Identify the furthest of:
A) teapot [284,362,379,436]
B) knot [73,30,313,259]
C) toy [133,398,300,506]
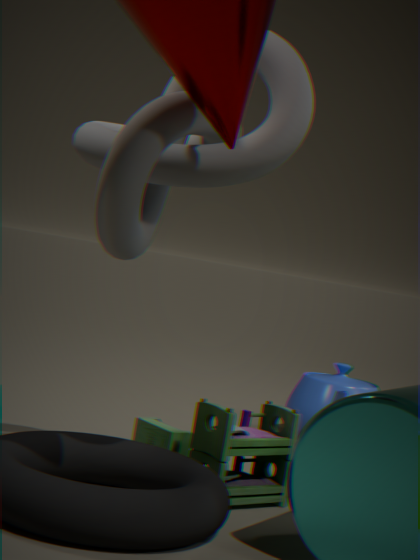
teapot [284,362,379,436]
